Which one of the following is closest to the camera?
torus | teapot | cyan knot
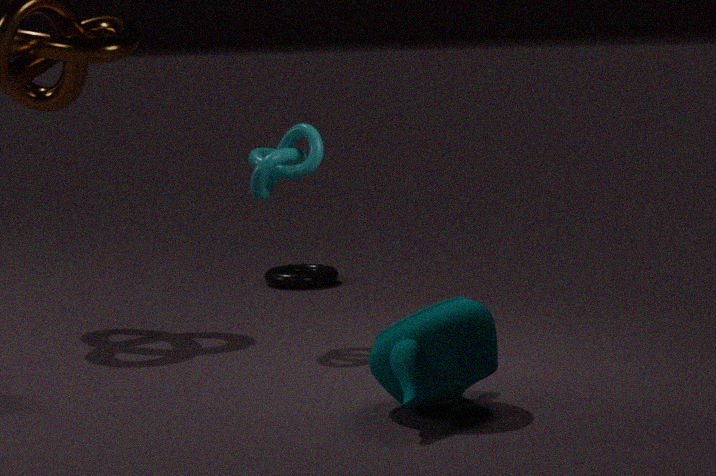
teapot
